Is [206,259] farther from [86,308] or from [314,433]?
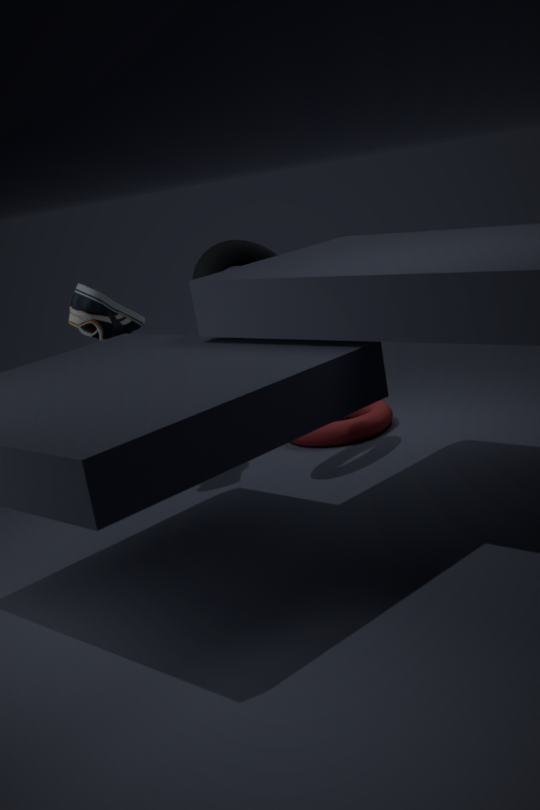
[314,433]
